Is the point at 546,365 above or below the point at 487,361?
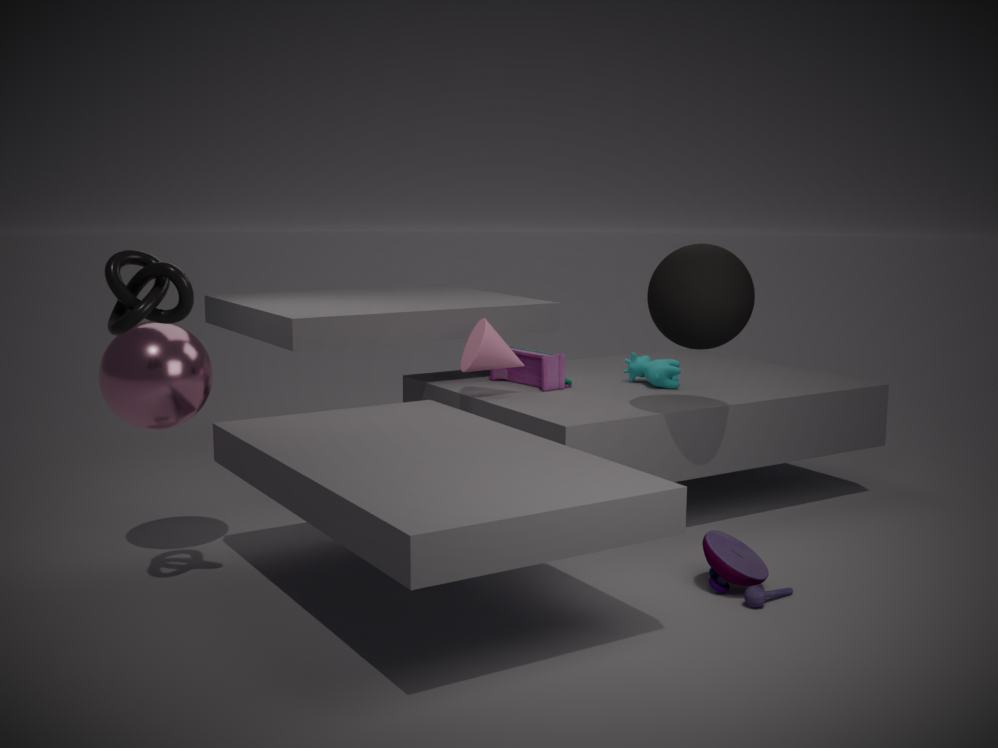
below
